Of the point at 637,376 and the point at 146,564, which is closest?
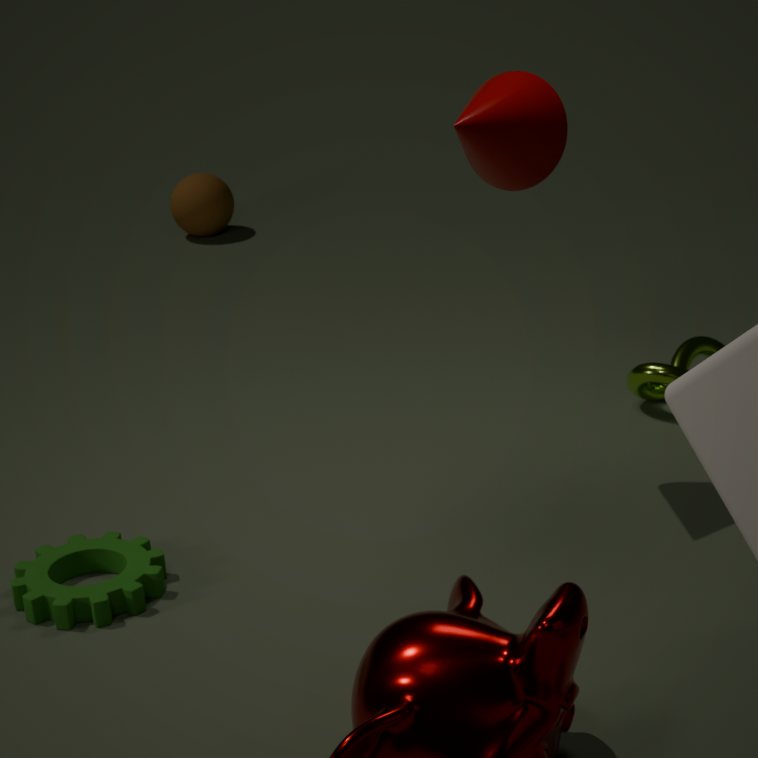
the point at 146,564
